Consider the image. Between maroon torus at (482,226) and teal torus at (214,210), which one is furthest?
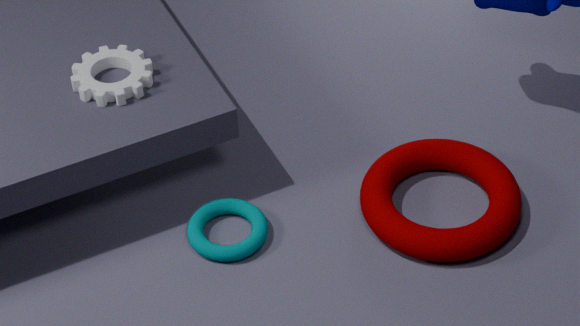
teal torus at (214,210)
